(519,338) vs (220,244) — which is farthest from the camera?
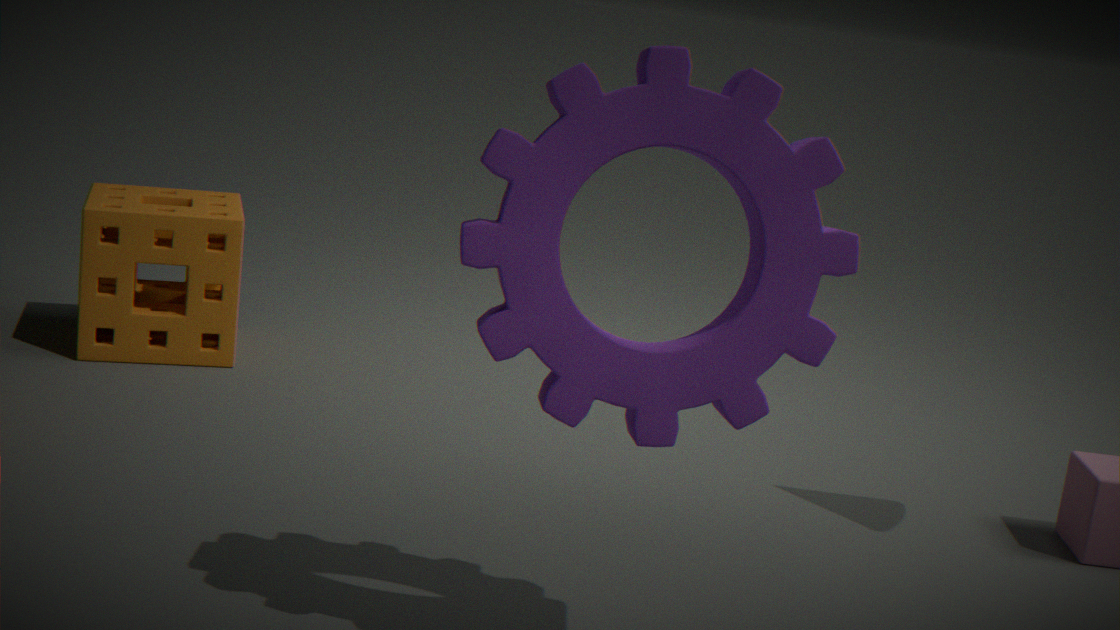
(220,244)
